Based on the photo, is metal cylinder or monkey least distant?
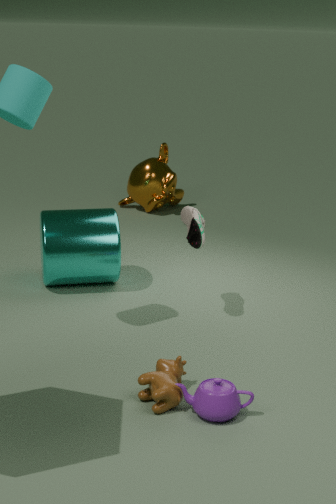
metal cylinder
